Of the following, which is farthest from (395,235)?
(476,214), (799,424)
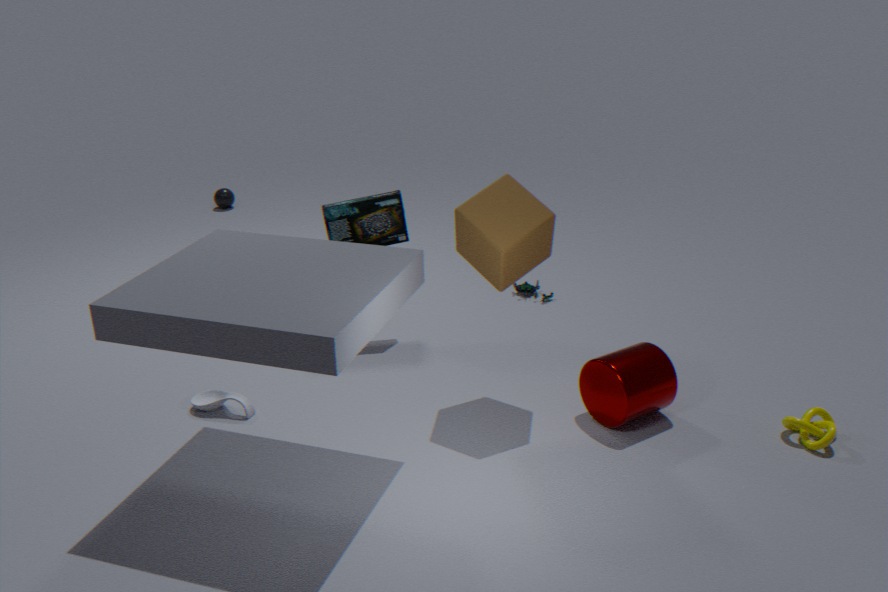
(799,424)
